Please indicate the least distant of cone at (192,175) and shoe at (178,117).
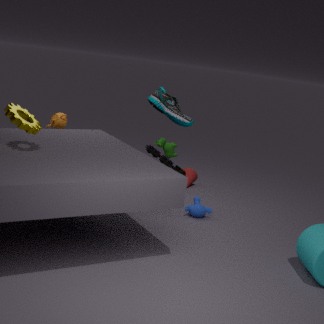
shoe at (178,117)
